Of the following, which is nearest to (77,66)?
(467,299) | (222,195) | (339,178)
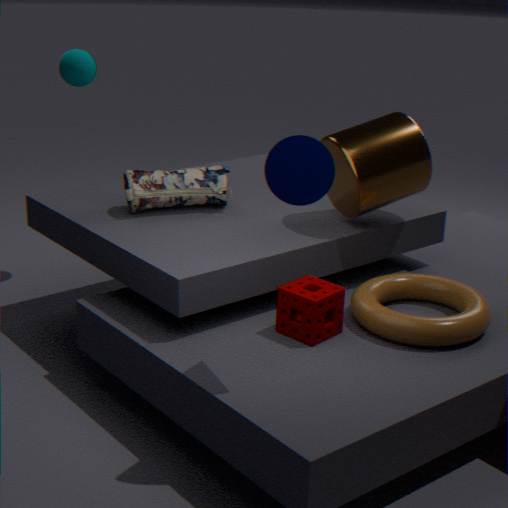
(222,195)
